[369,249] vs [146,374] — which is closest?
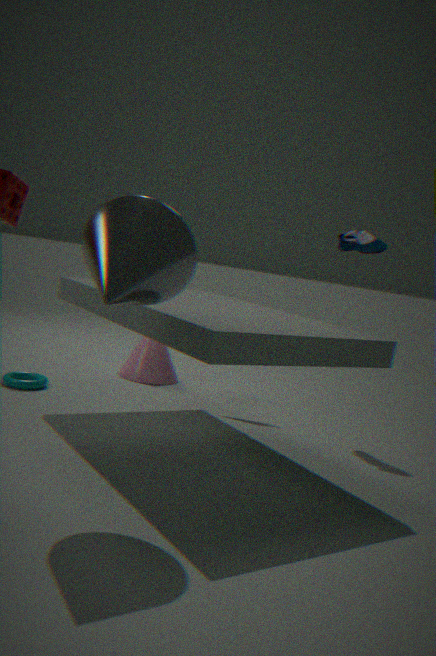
[369,249]
